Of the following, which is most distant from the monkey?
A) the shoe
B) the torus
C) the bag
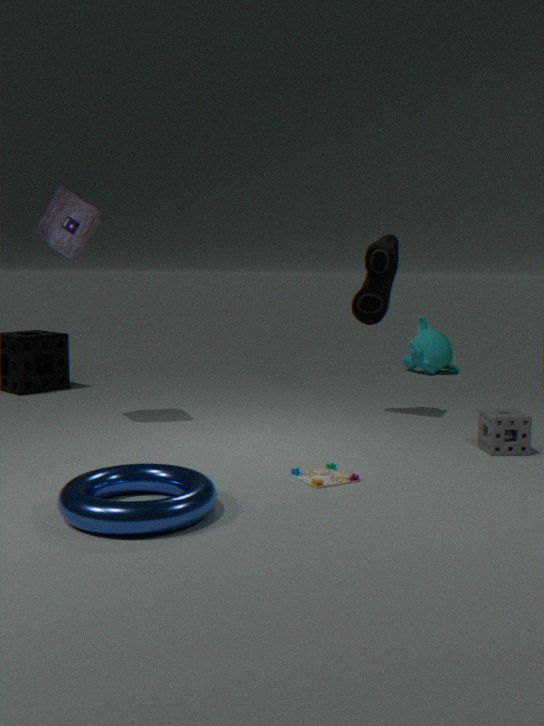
the torus
